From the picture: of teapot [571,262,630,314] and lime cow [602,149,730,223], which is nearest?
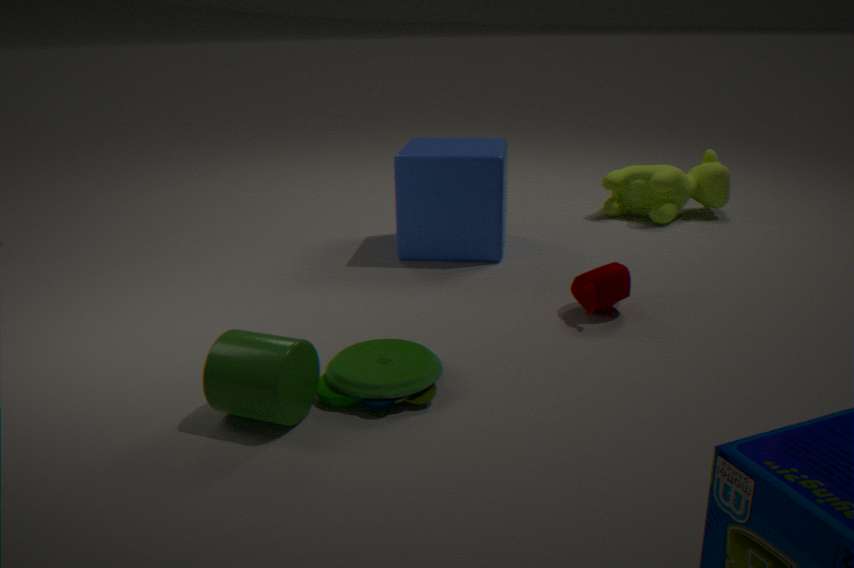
teapot [571,262,630,314]
